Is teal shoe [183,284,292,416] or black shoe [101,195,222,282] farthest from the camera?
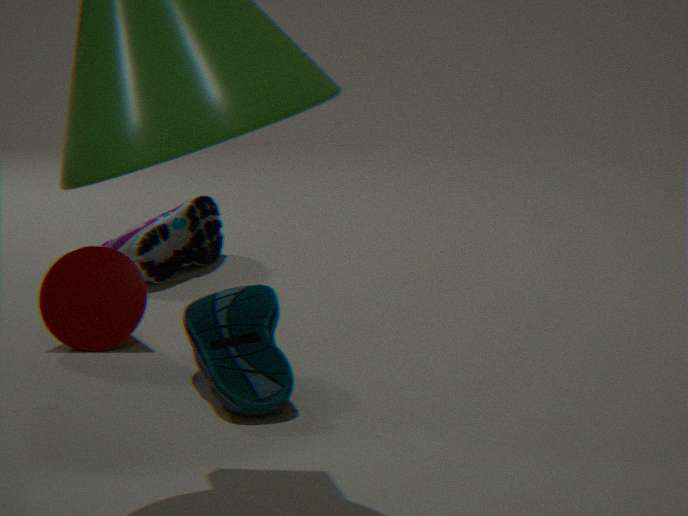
black shoe [101,195,222,282]
